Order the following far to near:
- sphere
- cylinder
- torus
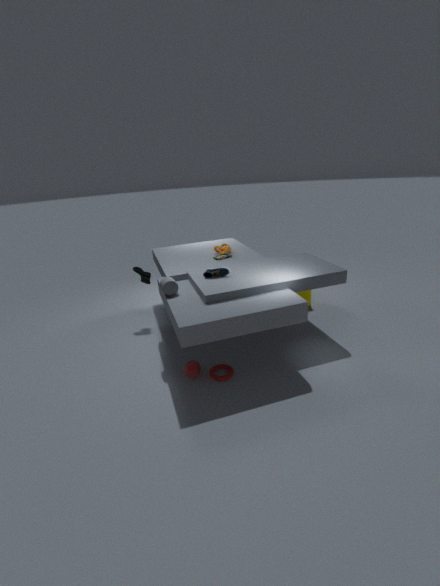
cylinder, sphere, torus
